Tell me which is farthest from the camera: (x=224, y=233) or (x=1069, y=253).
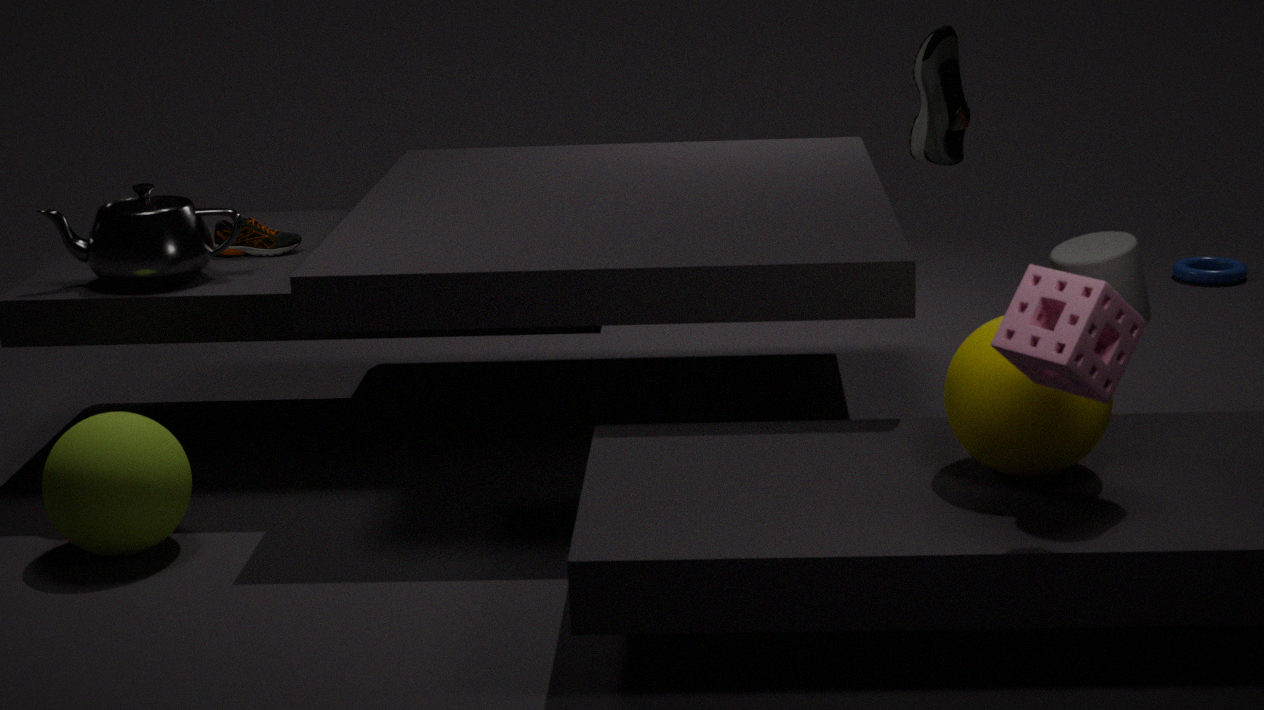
(x=224, y=233)
